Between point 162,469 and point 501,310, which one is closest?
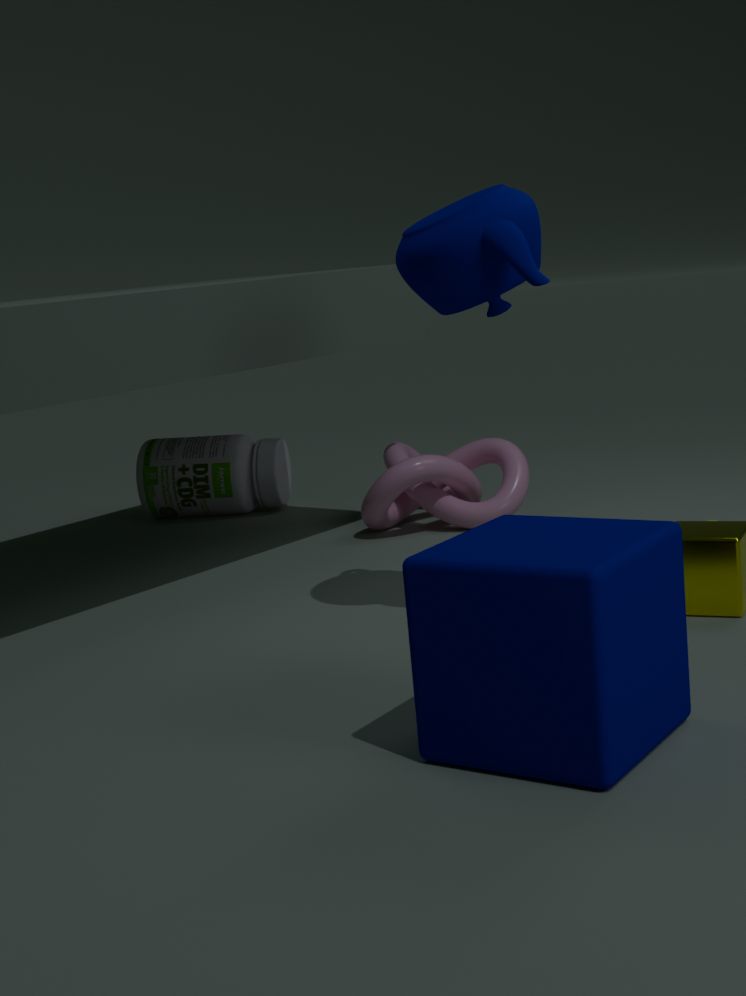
point 501,310
